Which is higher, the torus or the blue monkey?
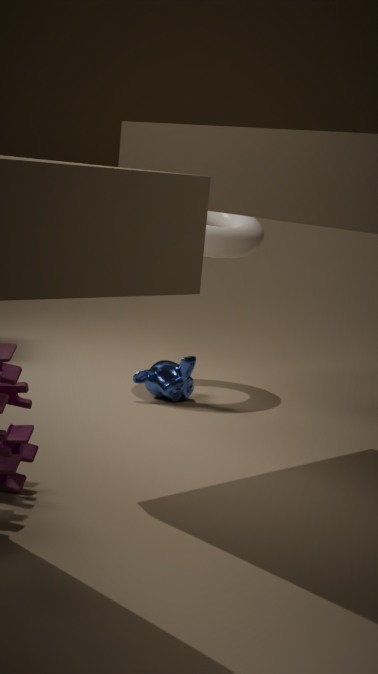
the torus
